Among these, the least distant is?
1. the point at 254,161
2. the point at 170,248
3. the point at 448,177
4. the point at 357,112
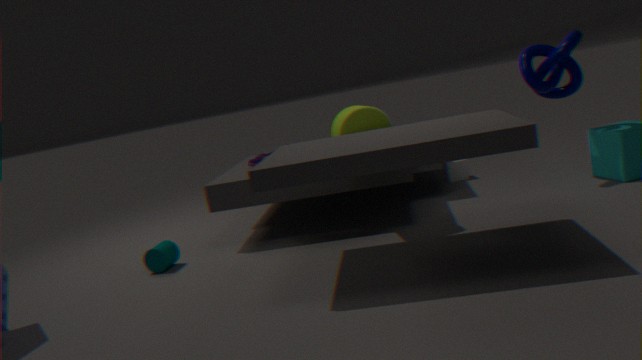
the point at 357,112
